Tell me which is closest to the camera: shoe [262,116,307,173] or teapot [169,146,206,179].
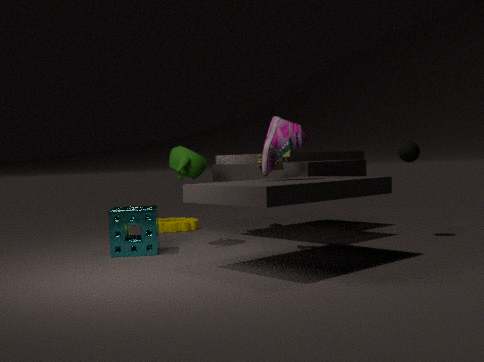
shoe [262,116,307,173]
